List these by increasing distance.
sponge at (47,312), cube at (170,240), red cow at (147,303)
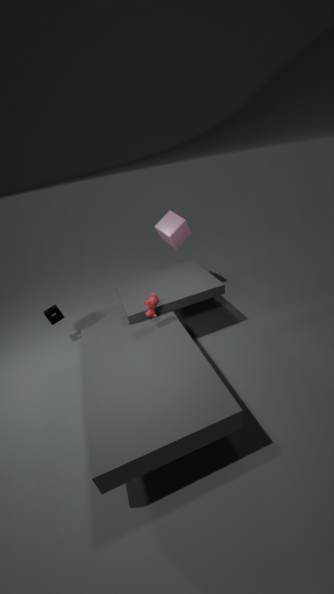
1. red cow at (147,303)
2. sponge at (47,312)
3. cube at (170,240)
